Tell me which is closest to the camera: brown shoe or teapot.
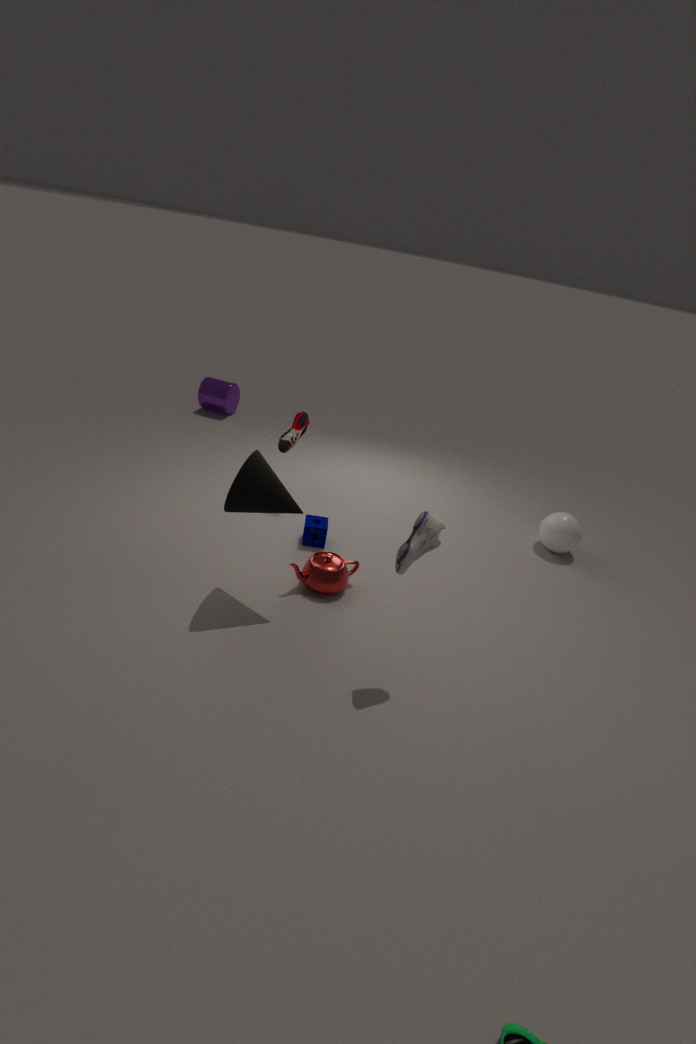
teapot
